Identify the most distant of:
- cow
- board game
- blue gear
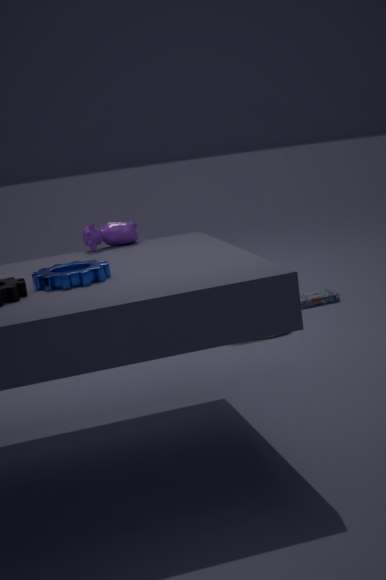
→ board game
